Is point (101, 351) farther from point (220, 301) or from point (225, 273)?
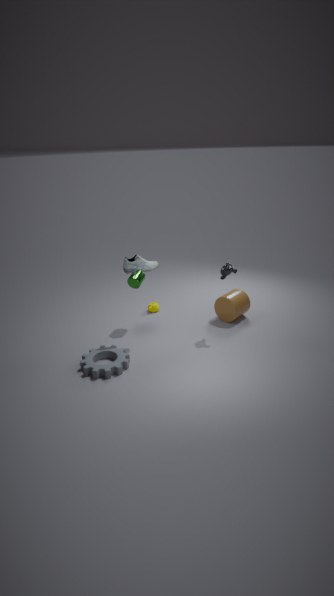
point (220, 301)
